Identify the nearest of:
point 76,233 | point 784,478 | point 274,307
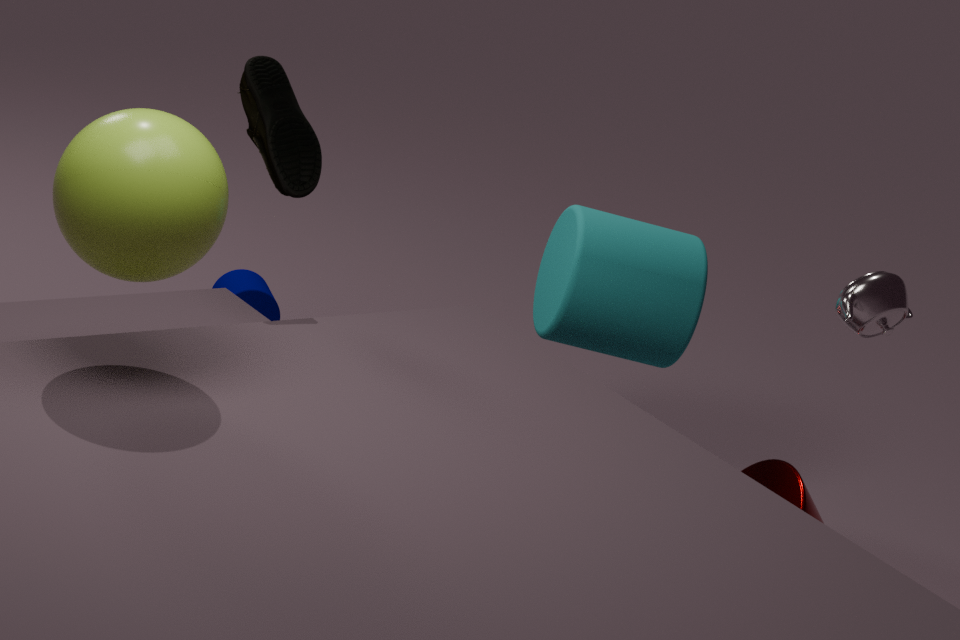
point 76,233
